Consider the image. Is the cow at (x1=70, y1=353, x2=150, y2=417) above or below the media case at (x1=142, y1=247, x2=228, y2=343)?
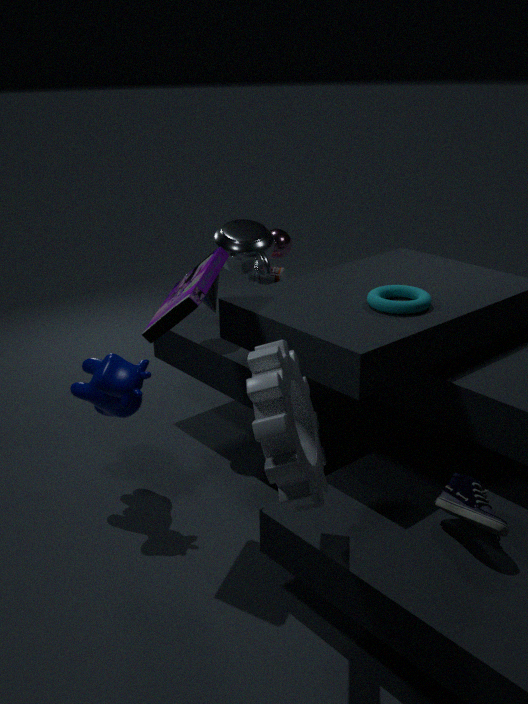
below
